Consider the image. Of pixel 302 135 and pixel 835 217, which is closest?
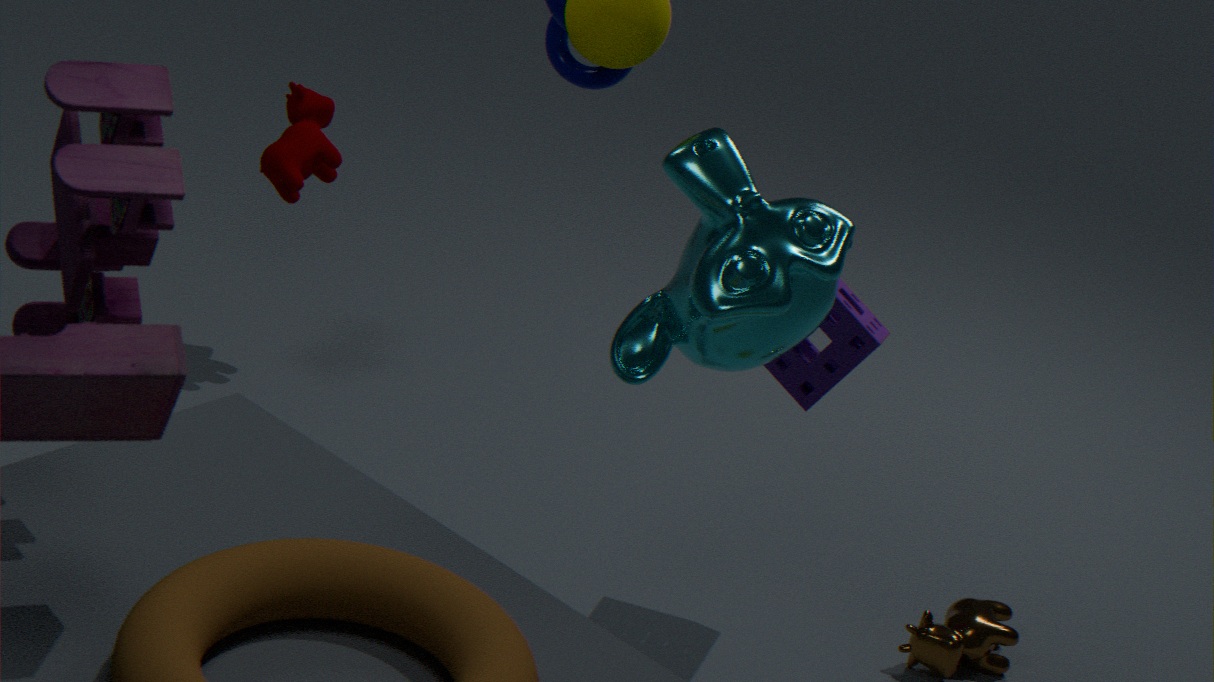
pixel 835 217
